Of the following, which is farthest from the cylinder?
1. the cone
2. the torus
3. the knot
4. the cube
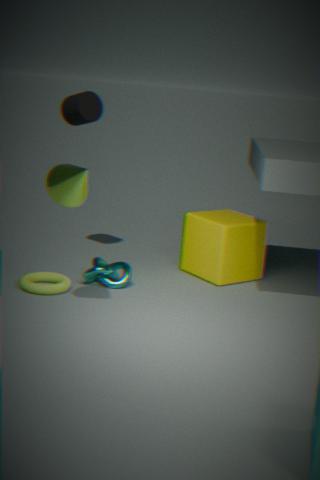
the torus
